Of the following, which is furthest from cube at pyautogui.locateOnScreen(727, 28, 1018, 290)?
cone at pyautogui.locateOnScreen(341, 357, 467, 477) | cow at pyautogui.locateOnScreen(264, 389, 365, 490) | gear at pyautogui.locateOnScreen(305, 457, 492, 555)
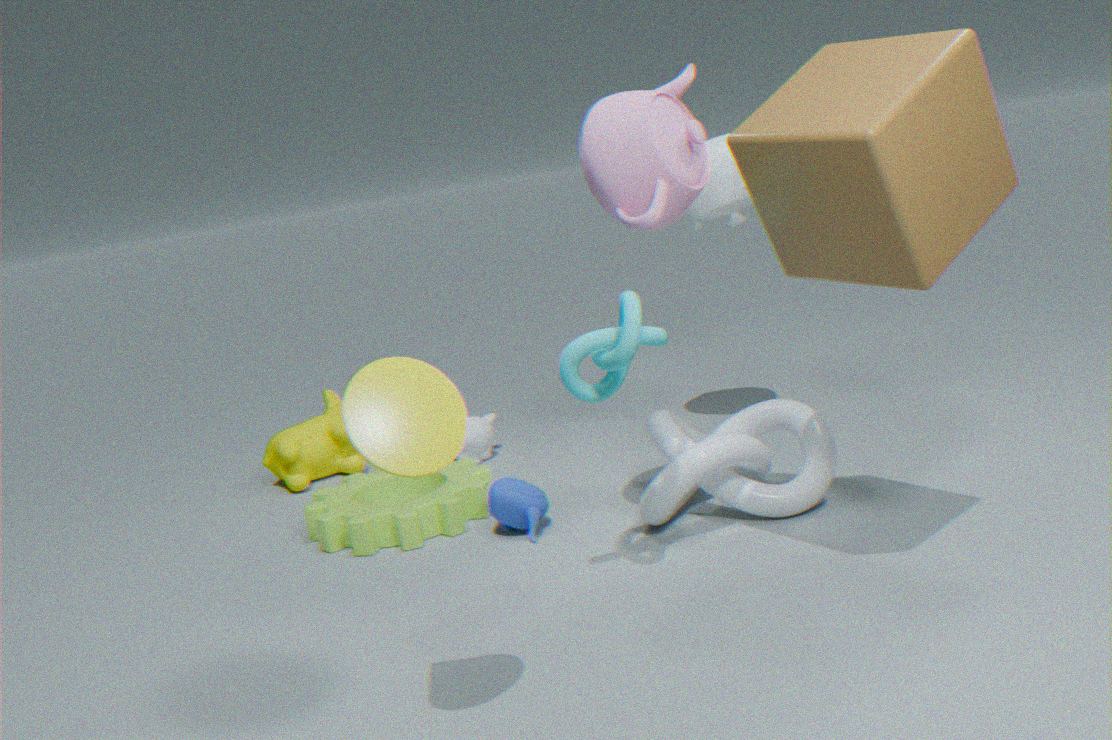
cow at pyautogui.locateOnScreen(264, 389, 365, 490)
